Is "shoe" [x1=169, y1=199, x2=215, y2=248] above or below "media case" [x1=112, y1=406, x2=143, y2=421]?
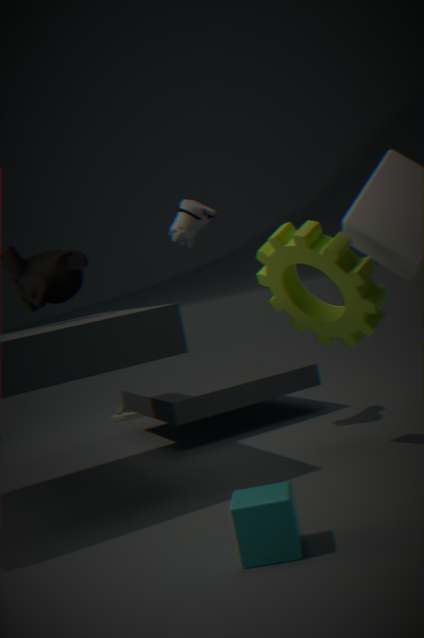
above
